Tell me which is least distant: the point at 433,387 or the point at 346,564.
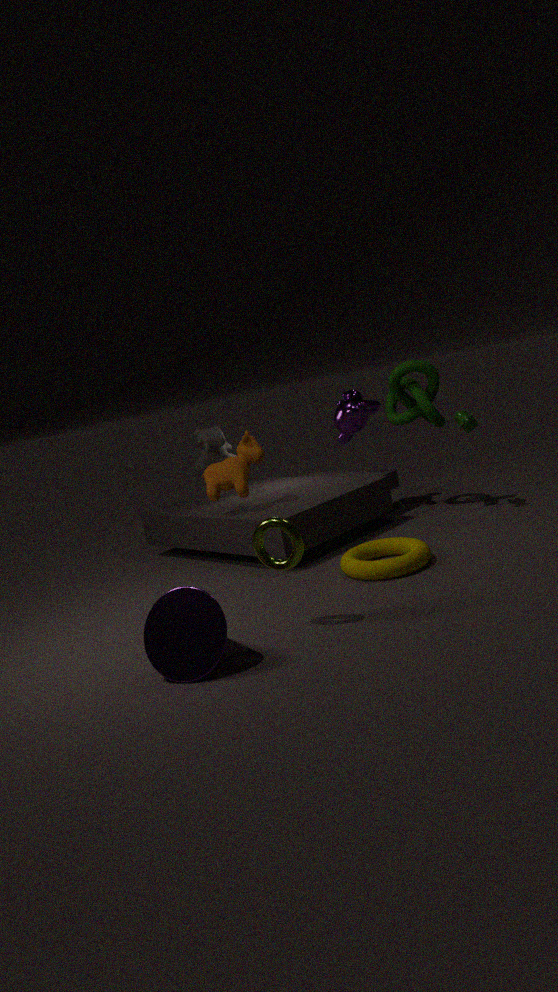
the point at 346,564
